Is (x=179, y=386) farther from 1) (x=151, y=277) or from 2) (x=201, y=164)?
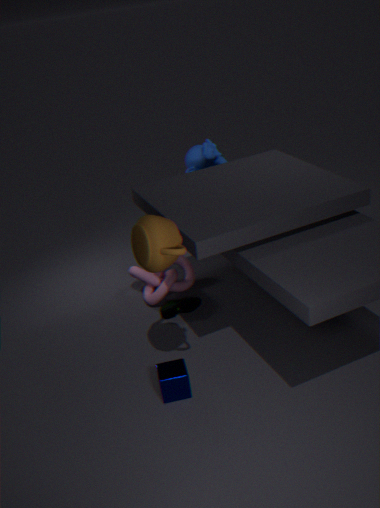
2) (x=201, y=164)
